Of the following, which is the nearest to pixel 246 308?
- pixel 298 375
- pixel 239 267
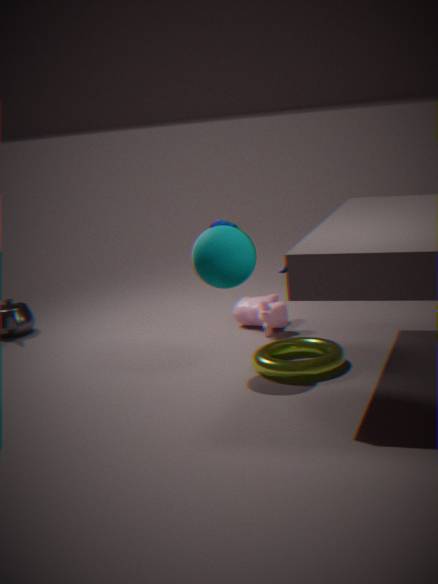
pixel 298 375
